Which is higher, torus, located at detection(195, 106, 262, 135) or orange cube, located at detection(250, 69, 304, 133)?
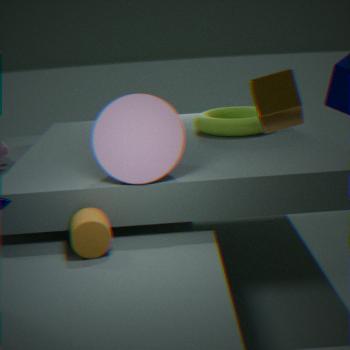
orange cube, located at detection(250, 69, 304, 133)
